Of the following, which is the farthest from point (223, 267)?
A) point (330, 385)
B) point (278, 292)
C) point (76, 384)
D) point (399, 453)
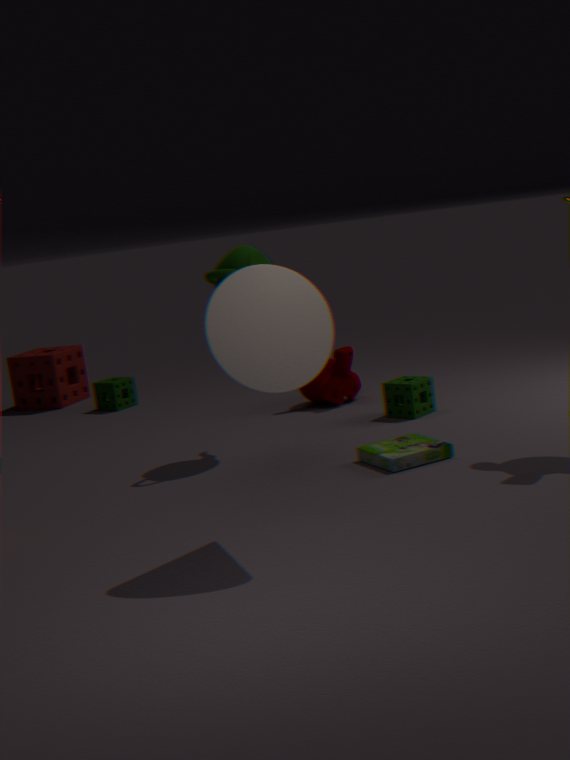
point (76, 384)
